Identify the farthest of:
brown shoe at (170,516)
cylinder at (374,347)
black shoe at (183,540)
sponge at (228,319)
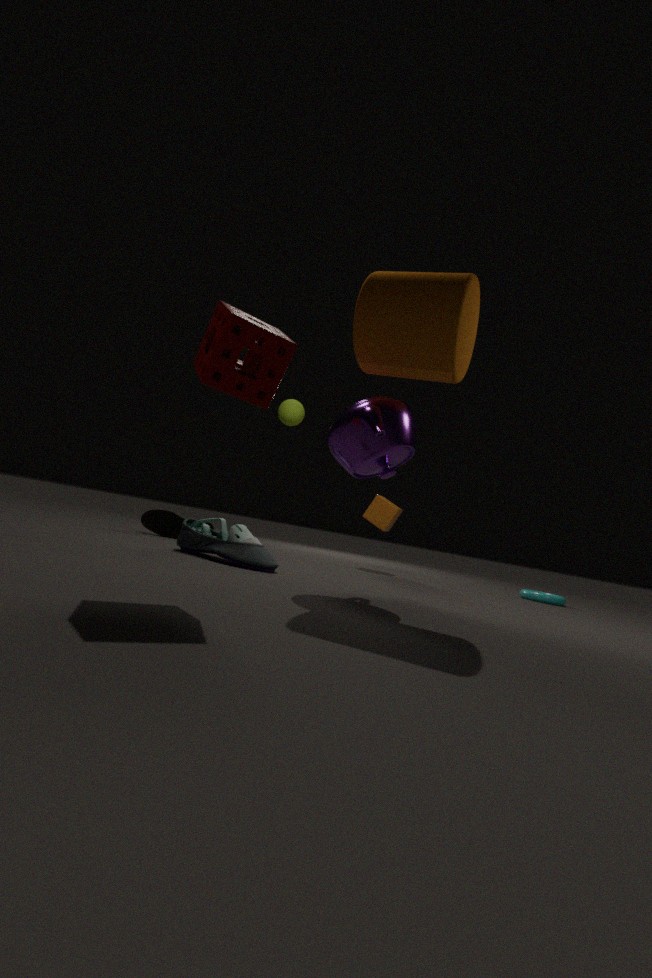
brown shoe at (170,516)
